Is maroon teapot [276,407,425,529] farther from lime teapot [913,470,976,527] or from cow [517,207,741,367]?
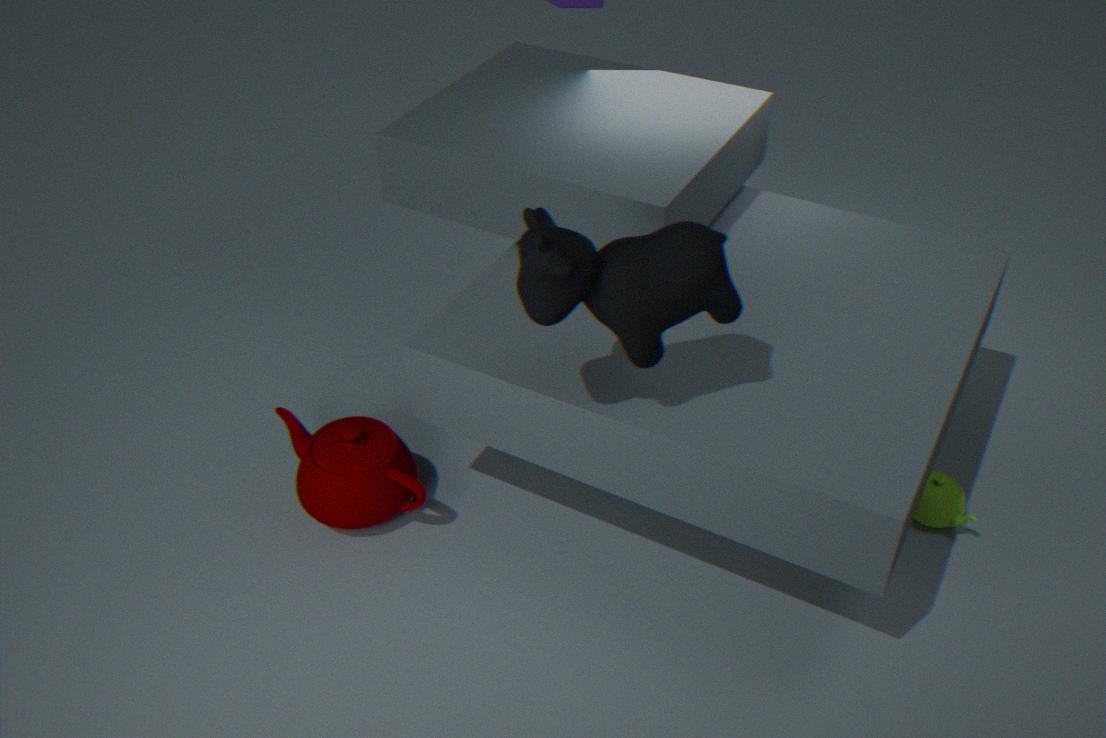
Result: lime teapot [913,470,976,527]
